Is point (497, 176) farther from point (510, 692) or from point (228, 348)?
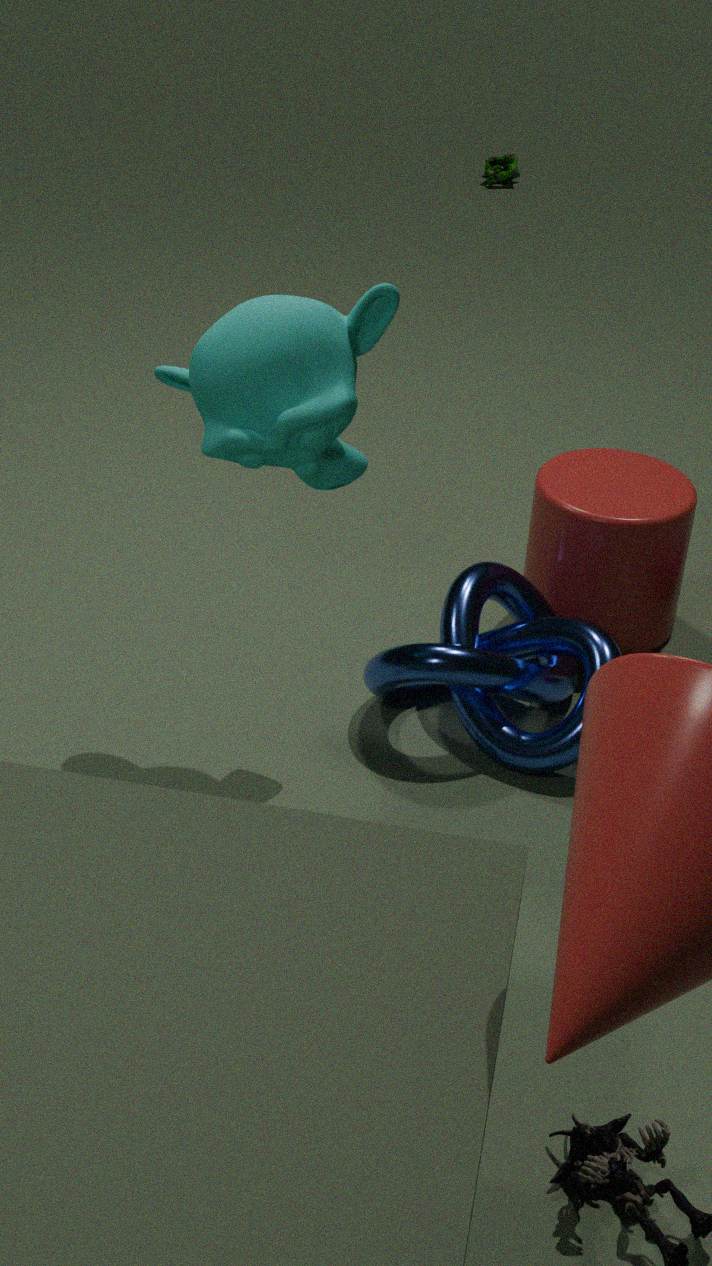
point (228, 348)
